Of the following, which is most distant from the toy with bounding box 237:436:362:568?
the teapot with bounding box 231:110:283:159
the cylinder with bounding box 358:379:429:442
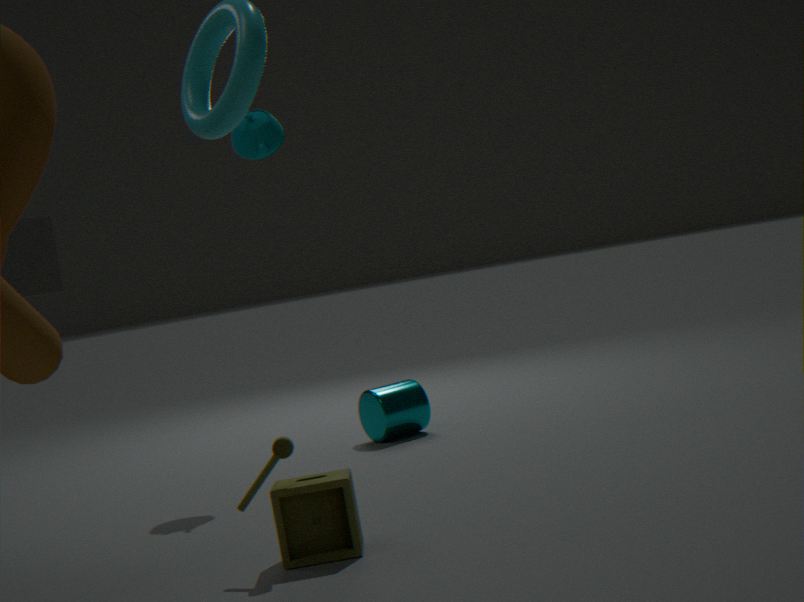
the teapot with bounding box 231:110:283:159
